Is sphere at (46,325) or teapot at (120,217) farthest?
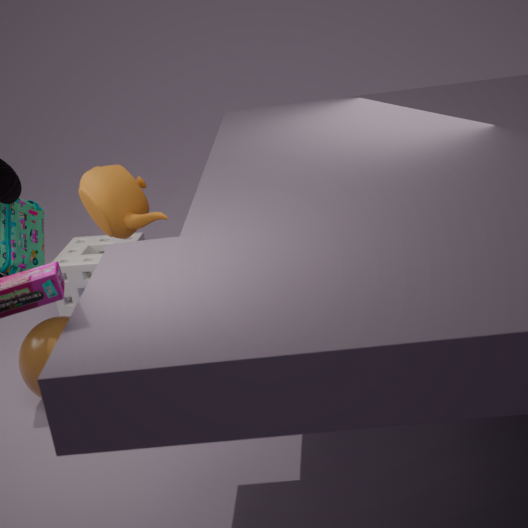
teapot at (120,217)
